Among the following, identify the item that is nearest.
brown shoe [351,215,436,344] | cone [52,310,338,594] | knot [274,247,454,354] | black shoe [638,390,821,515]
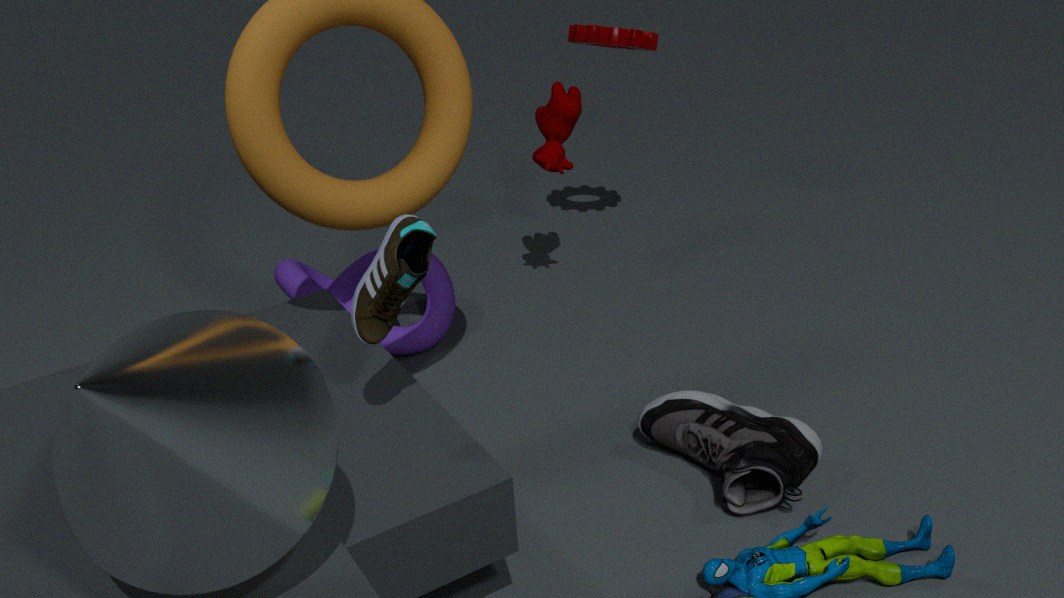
cone [52,310,338,594]
